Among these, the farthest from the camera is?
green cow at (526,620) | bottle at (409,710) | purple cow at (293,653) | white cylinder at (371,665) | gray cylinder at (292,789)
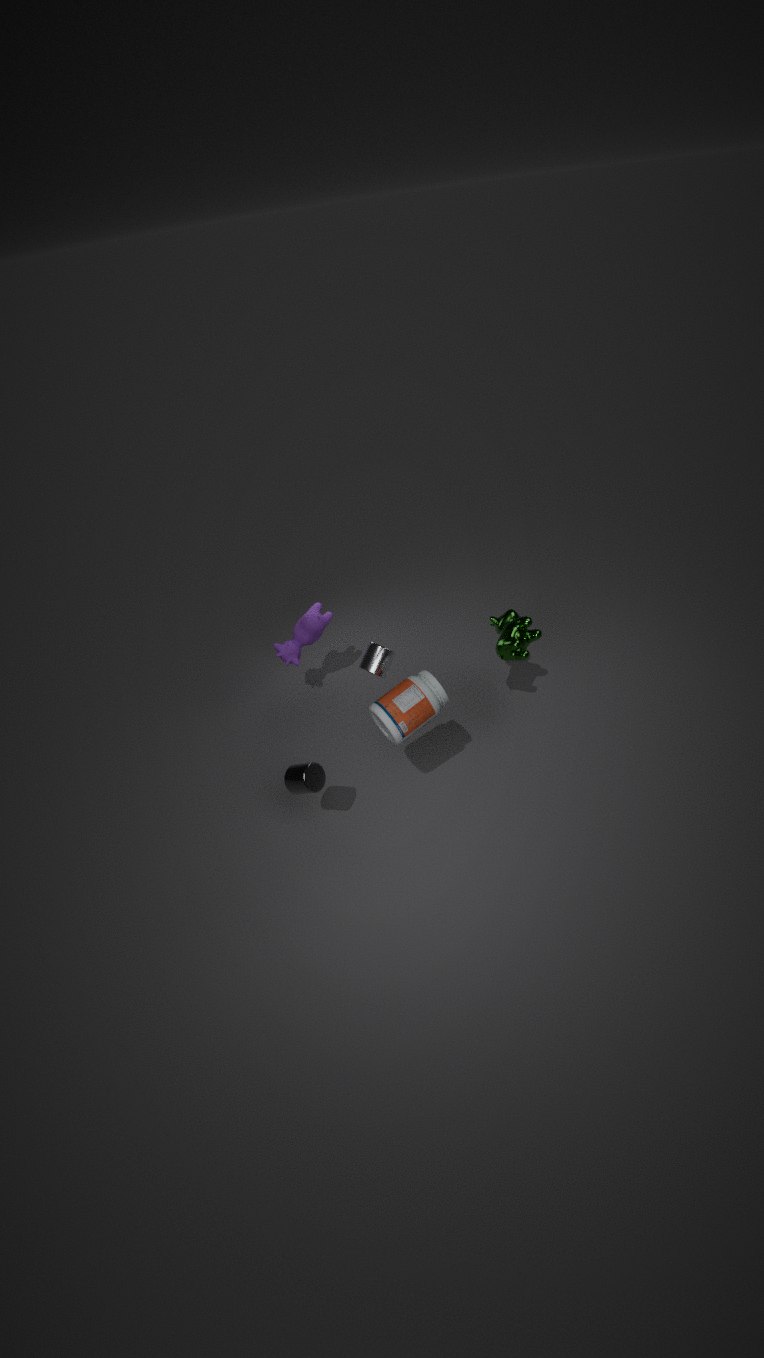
purple cow at (293,653)
